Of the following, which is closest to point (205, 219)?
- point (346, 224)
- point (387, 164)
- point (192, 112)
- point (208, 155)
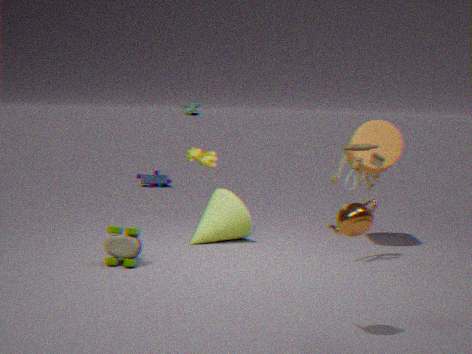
point (208, 155)
